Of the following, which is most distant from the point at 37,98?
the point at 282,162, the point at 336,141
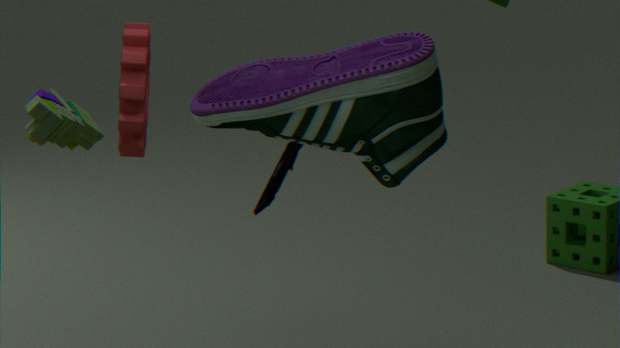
the point at 282,162
